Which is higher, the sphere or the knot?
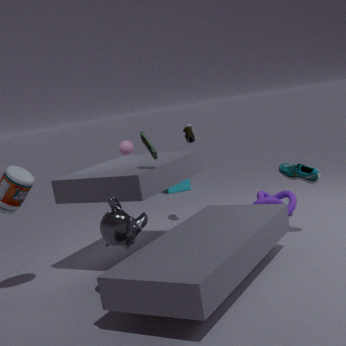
the sphere
